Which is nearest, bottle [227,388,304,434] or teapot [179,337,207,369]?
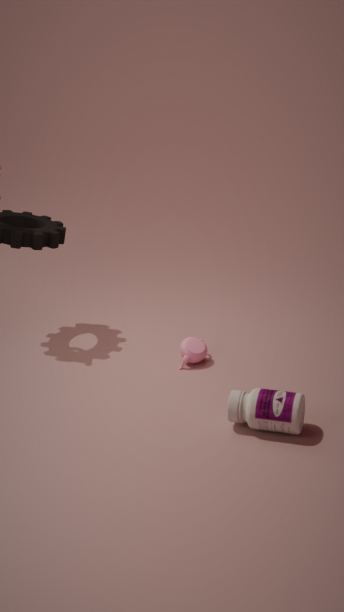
bottle [227,388,304,434]
